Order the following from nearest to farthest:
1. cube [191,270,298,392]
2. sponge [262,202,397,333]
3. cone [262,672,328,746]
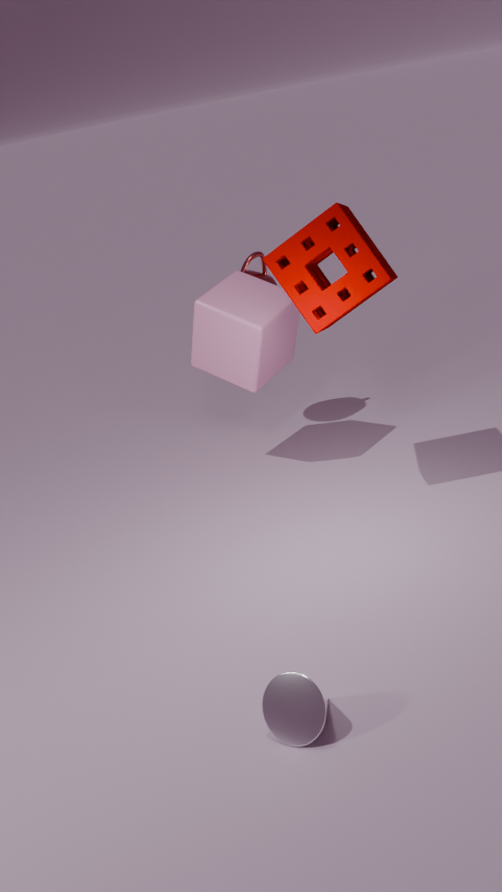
cone [262,672,328,746], sponge [262,202,397,333], cube [191,270,298,392]
